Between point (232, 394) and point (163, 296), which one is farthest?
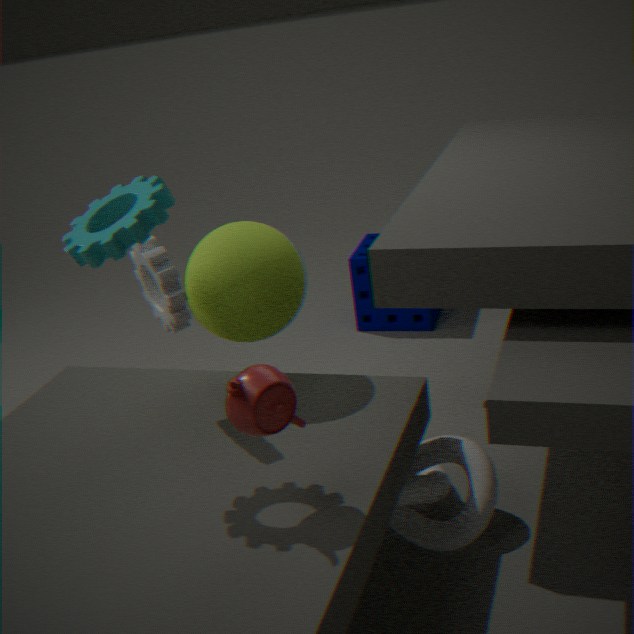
point (163, 296)
